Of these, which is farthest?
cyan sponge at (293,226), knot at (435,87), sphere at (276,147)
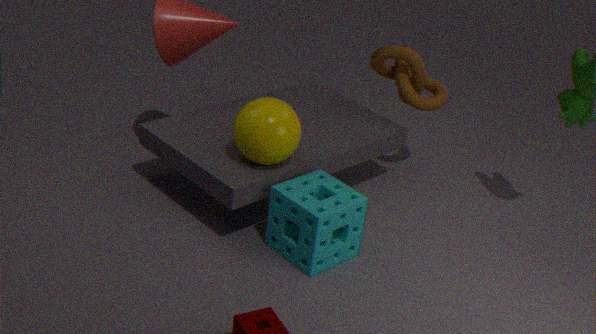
knot at (435,87)
